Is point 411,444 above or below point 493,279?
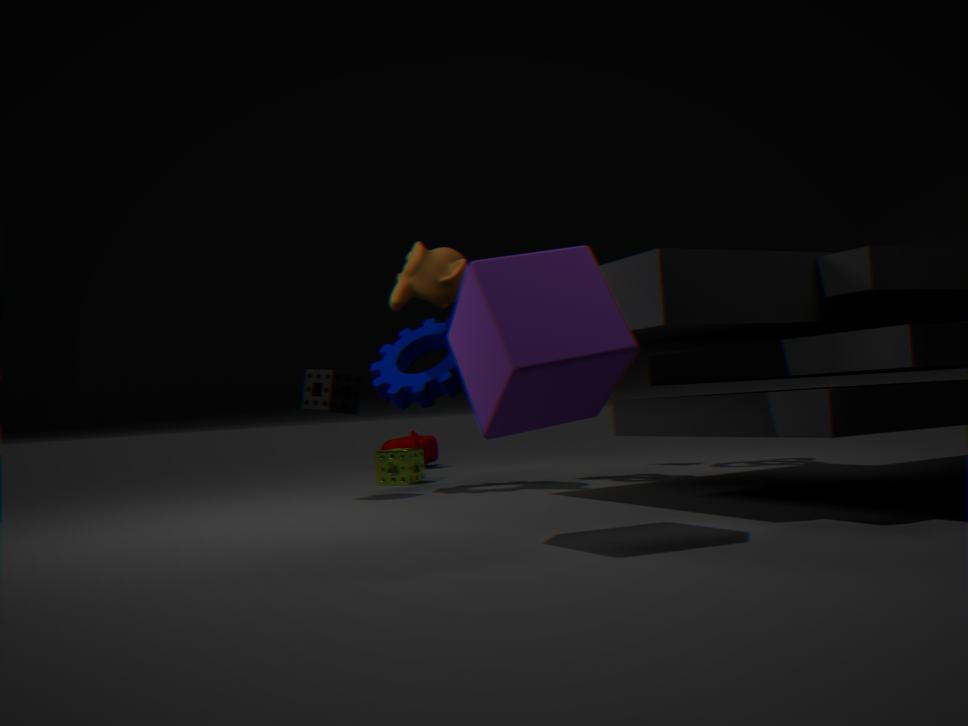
below
